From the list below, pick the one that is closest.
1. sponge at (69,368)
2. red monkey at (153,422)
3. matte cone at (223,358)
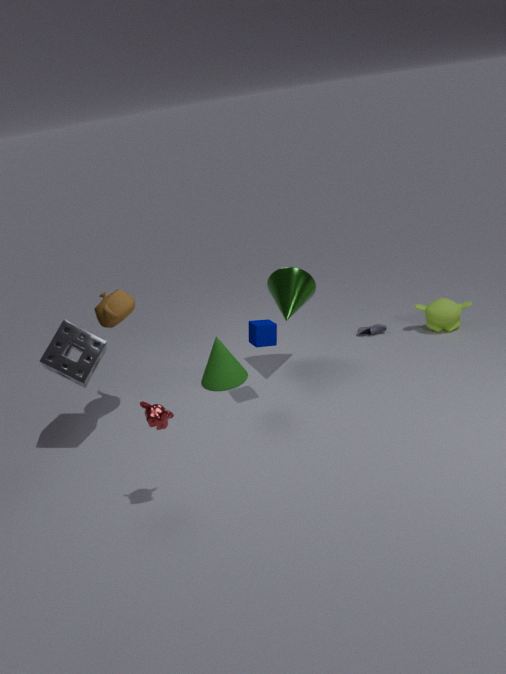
red monkey at (153,422)
